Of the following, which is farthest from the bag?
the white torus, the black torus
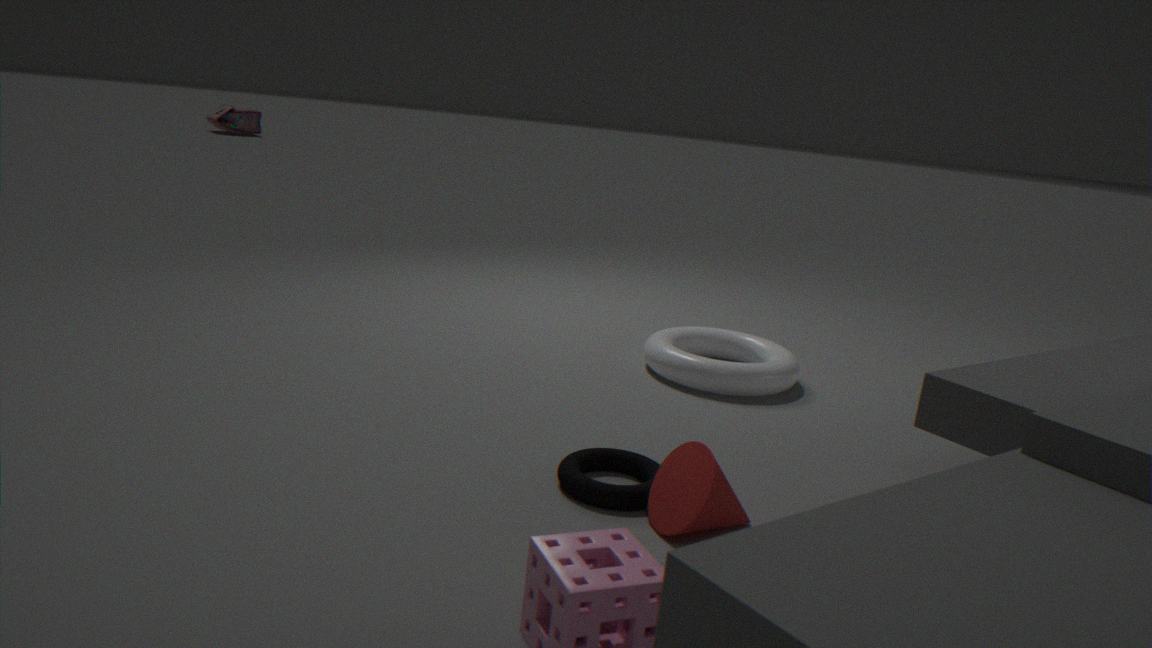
the black torus
